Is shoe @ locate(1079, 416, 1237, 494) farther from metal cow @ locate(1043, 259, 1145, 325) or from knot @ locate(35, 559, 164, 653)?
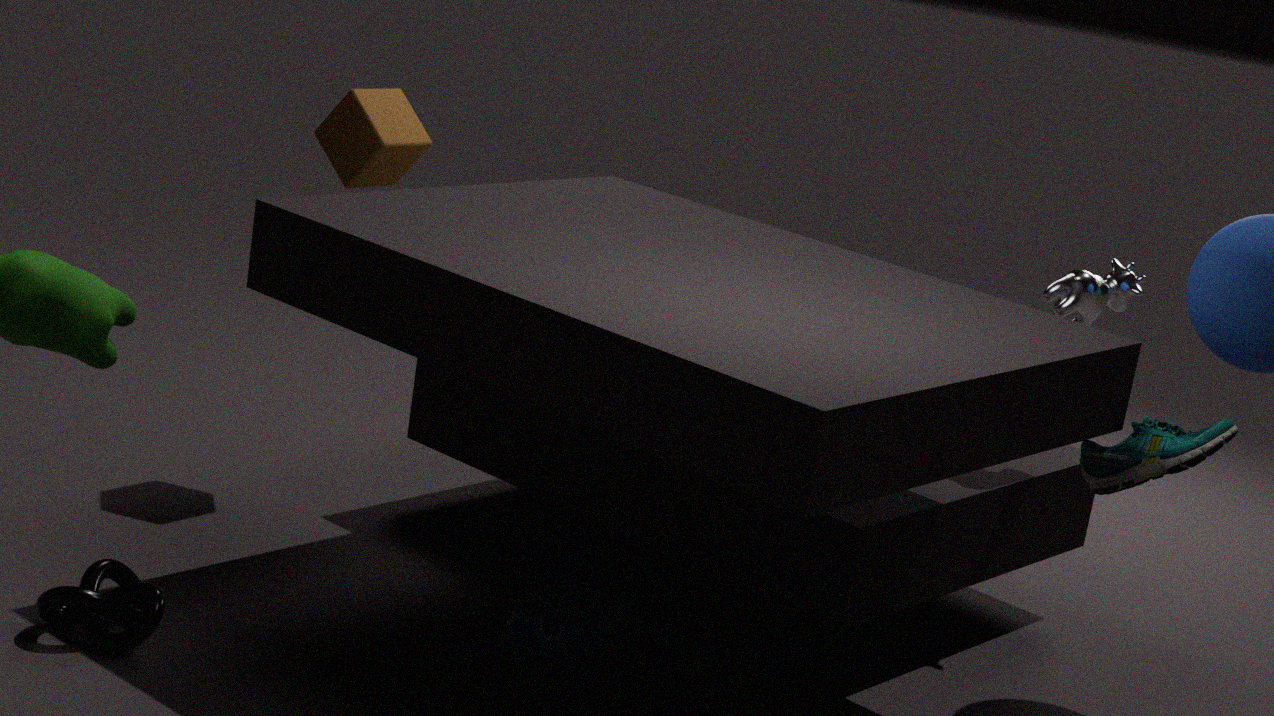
knot @ locate(35, 559, 164, 653)
